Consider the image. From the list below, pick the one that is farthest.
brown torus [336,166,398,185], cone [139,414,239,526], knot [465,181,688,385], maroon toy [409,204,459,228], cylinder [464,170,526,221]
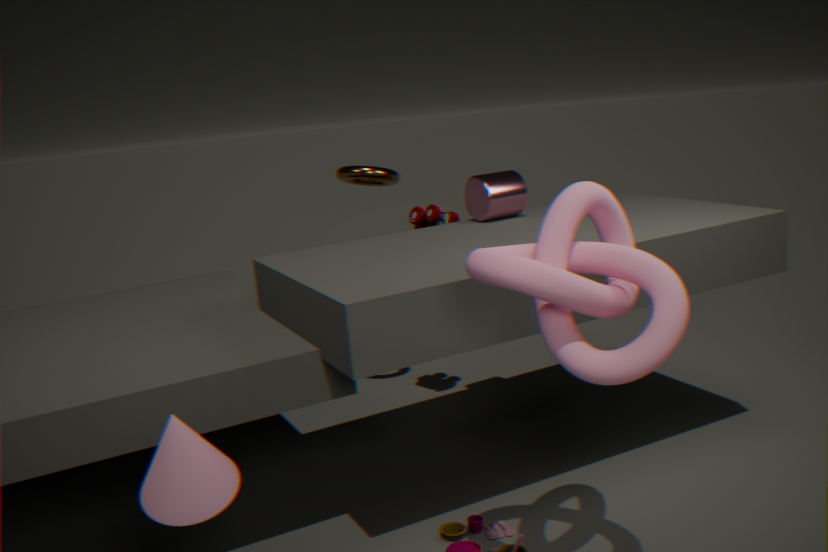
brown torus [336,166,398,185]
